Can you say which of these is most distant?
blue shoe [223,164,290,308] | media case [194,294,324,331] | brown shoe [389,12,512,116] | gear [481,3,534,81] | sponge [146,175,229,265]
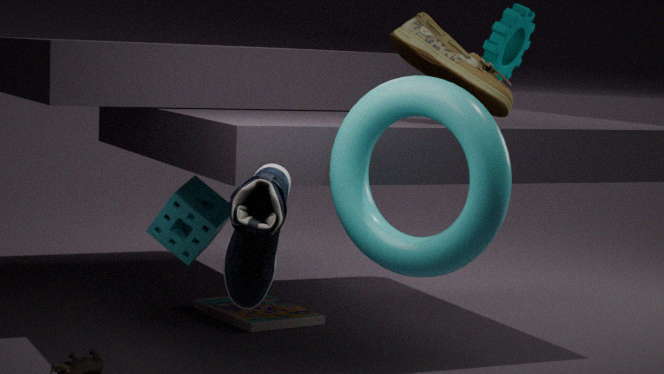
media case [194,294,324,331]
